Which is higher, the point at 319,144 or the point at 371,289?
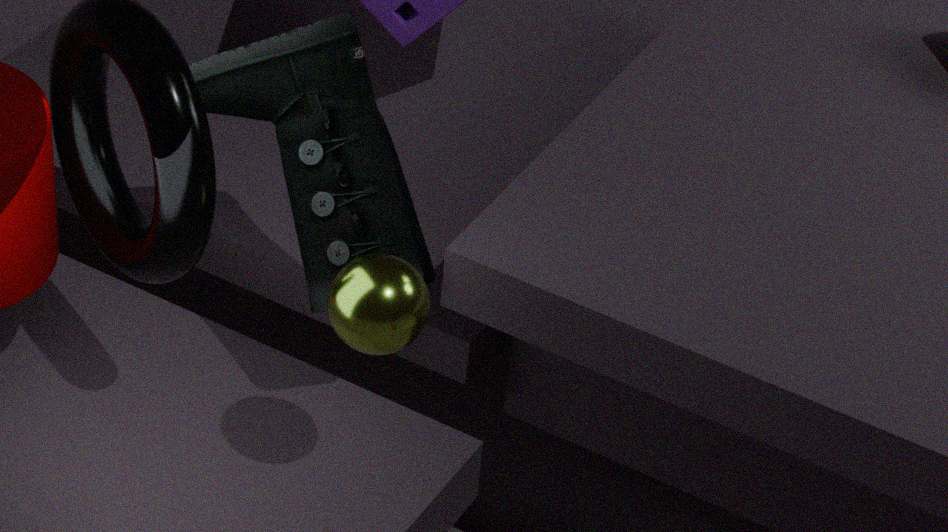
the point at 319,144
